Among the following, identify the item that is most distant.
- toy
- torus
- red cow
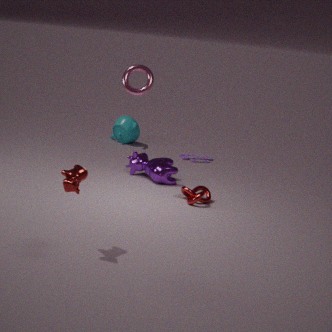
toy
